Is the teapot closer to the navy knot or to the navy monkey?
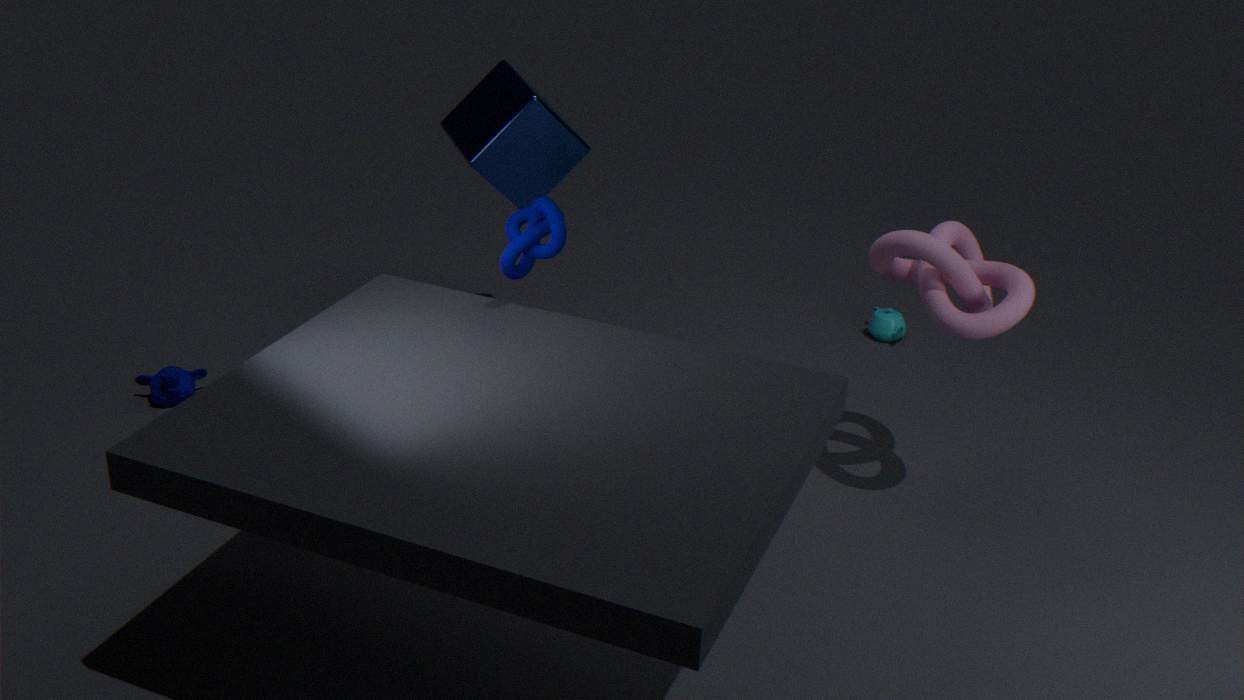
the navy knot
